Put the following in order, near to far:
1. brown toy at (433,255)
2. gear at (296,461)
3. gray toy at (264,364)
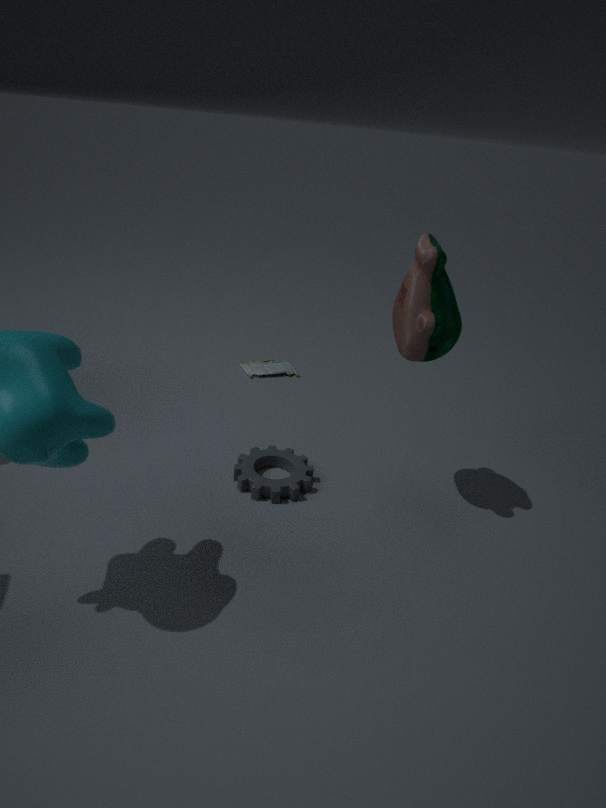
1. brown toy at (433,255)
2. gear at (296,461)
3. gray toy at (264,364)
